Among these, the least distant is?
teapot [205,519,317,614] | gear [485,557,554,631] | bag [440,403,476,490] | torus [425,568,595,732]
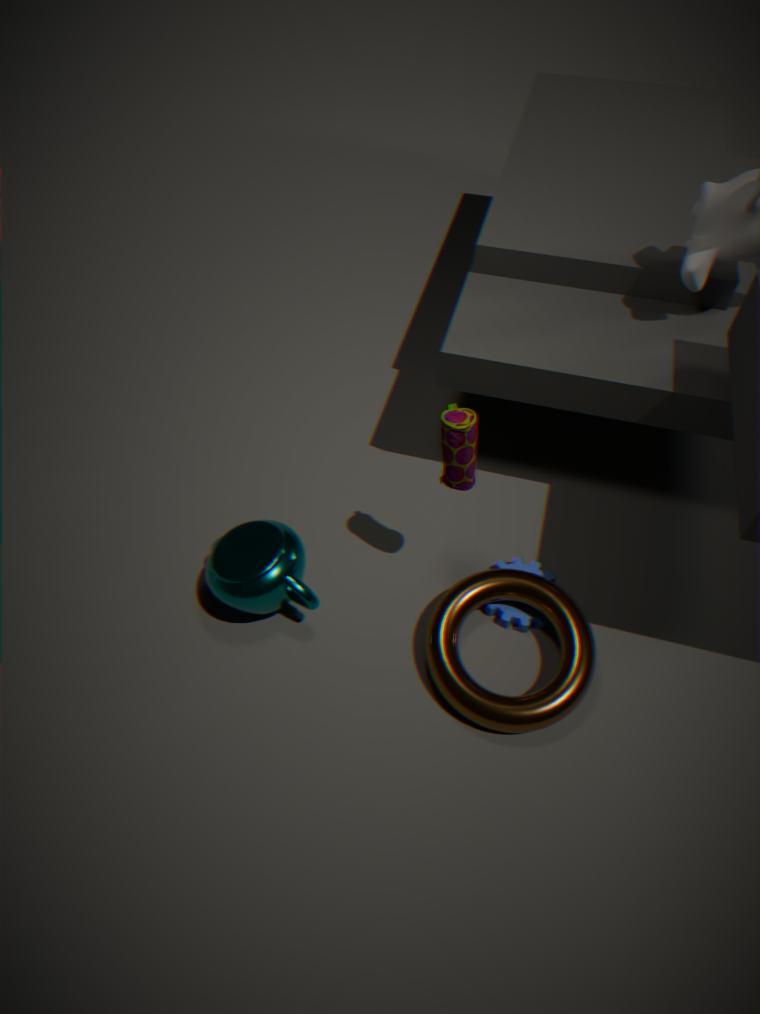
bag [440,403,476,490]
